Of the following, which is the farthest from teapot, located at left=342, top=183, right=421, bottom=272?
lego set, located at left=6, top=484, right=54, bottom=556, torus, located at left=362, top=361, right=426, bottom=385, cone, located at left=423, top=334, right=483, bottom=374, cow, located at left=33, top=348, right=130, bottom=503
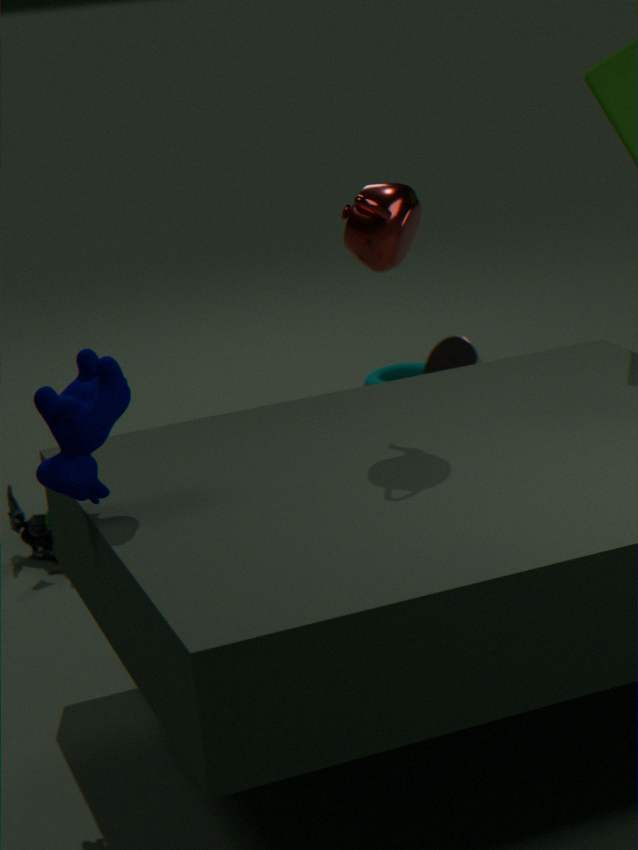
torus, located at left=362, top=361, right=426, bottom=385
